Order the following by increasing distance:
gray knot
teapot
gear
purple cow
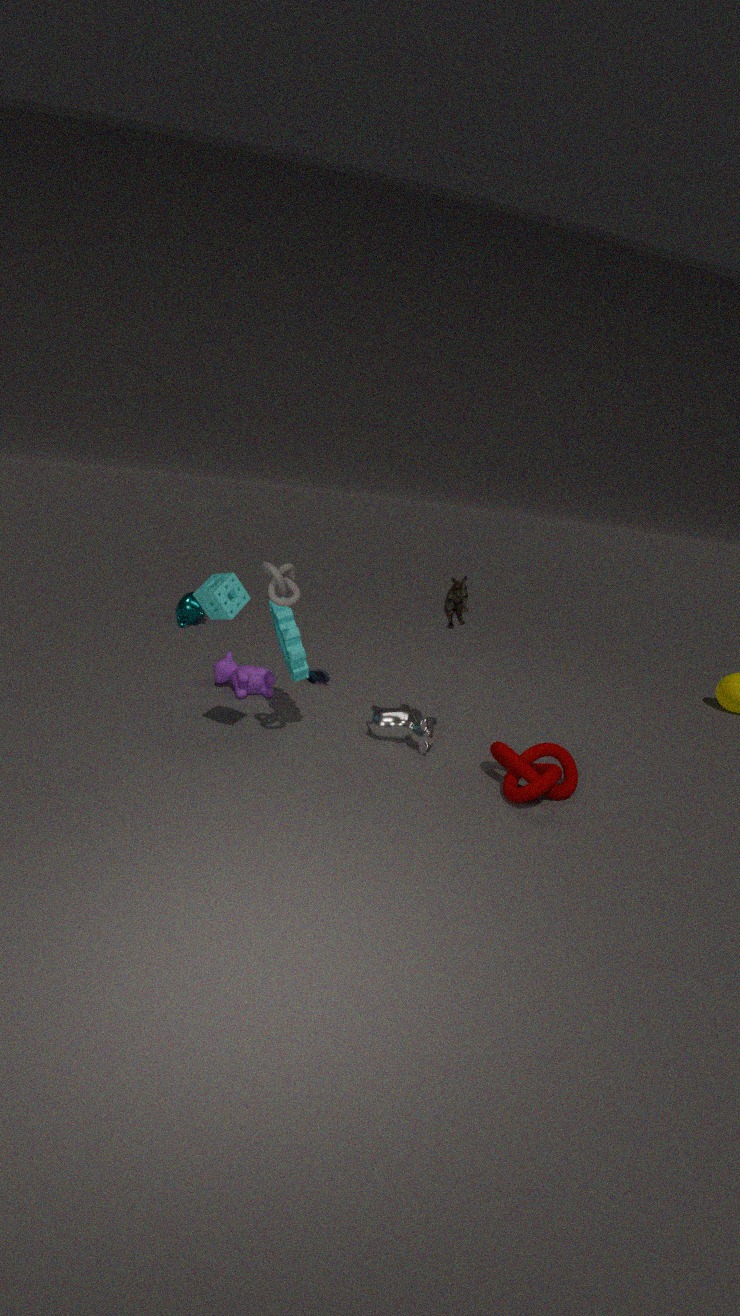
gray knot
gear
purple cow
teapot
